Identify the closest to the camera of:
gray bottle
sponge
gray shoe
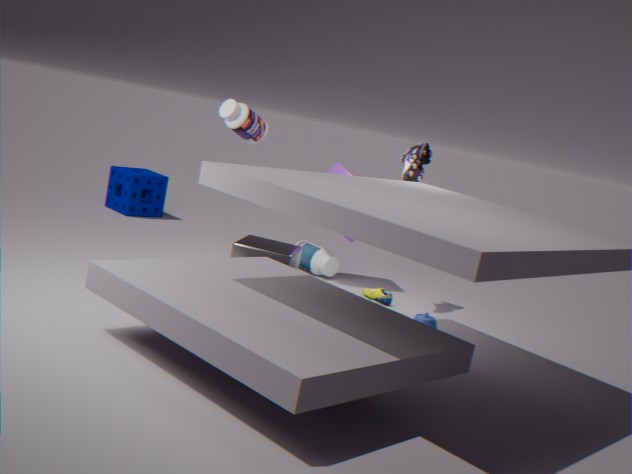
gray bottle
